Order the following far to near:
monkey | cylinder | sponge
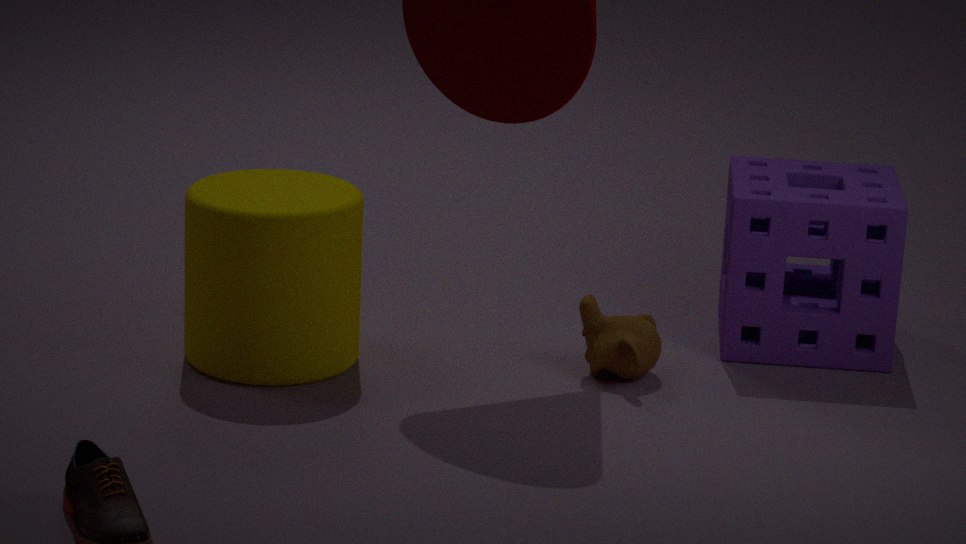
sponge, monkey, cylinder
